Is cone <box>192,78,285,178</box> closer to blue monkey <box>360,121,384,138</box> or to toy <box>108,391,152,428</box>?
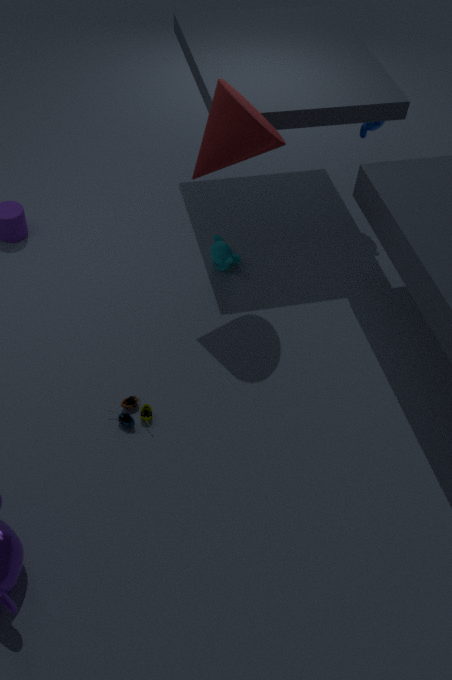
blue monkey <box>360,121,384,138</box>
